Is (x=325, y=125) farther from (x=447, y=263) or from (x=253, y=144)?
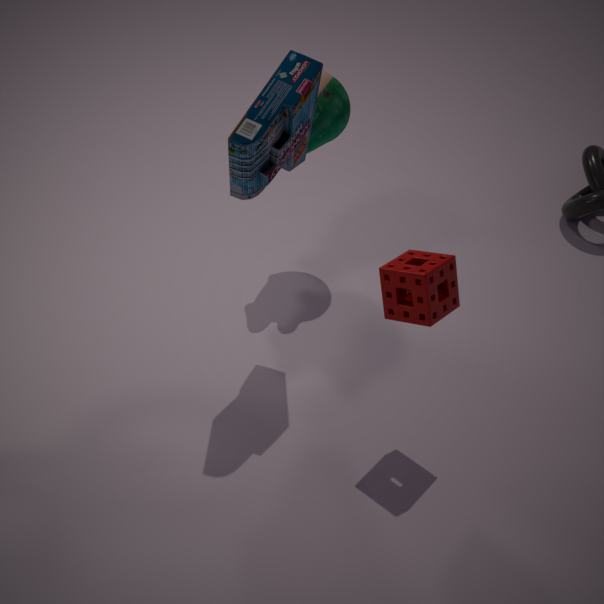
(x=447, y=263)
